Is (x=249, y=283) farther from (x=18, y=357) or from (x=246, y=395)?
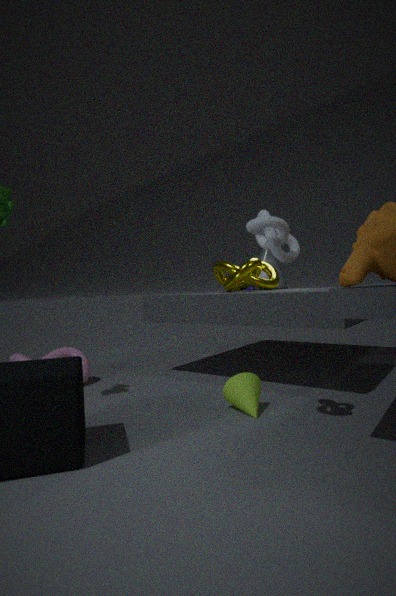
(x=18, y=357)
